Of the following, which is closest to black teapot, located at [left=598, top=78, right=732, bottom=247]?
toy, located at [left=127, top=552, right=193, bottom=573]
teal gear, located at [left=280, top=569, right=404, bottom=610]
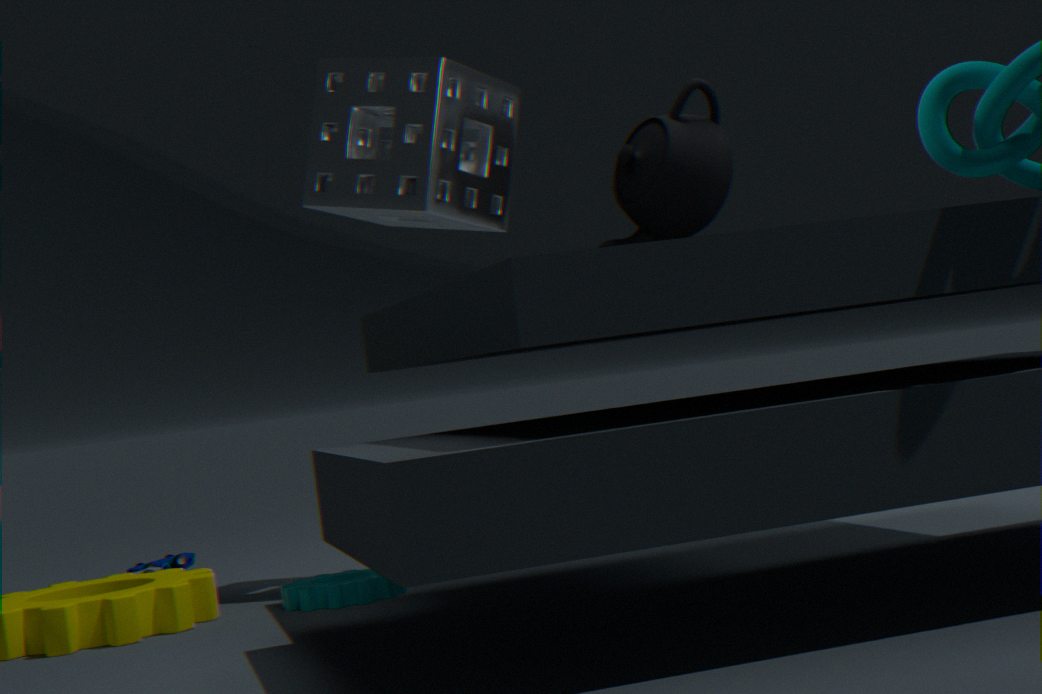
teal gear, located at [left=280, top=569, right=404, bottom=610]
